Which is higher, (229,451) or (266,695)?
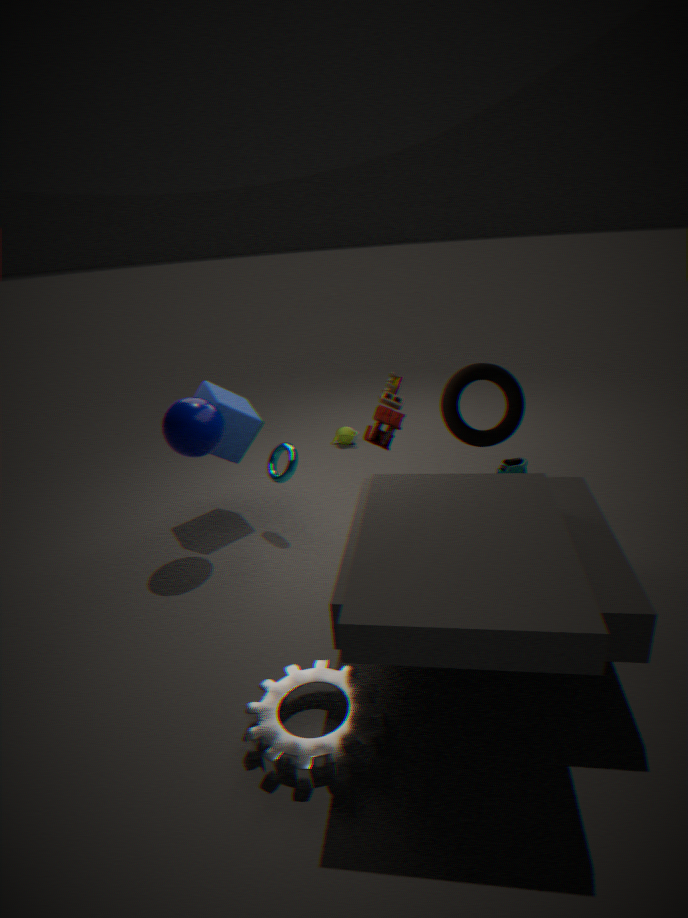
(229,451)
